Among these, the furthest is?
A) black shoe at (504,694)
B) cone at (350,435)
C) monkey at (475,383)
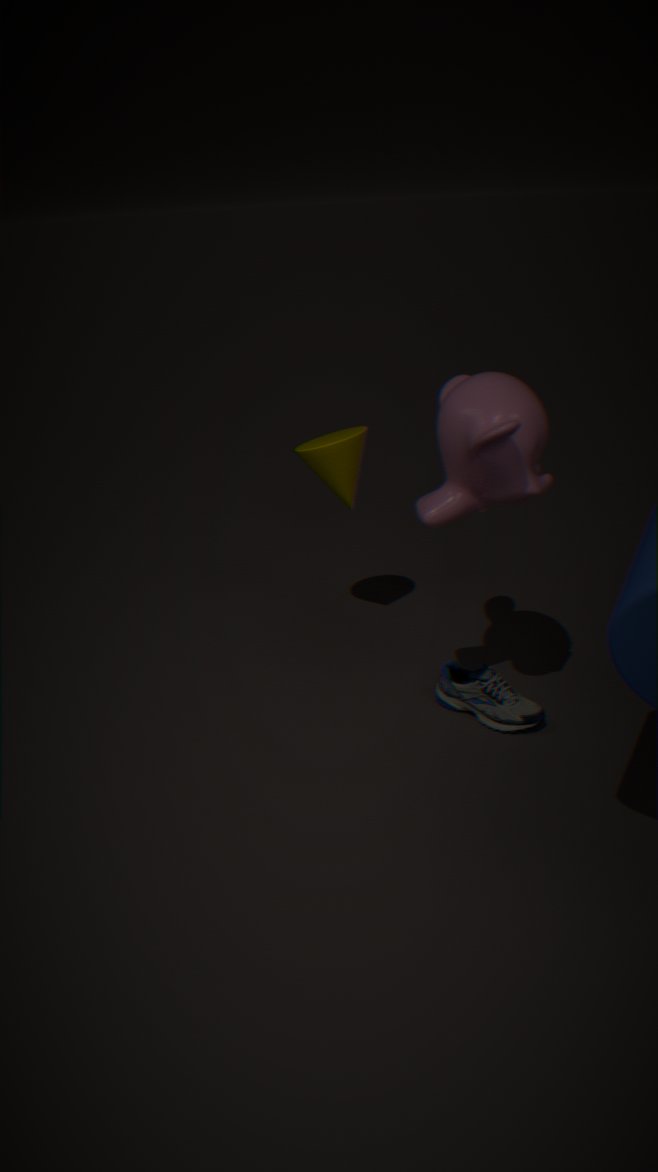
cone at (350,435)
